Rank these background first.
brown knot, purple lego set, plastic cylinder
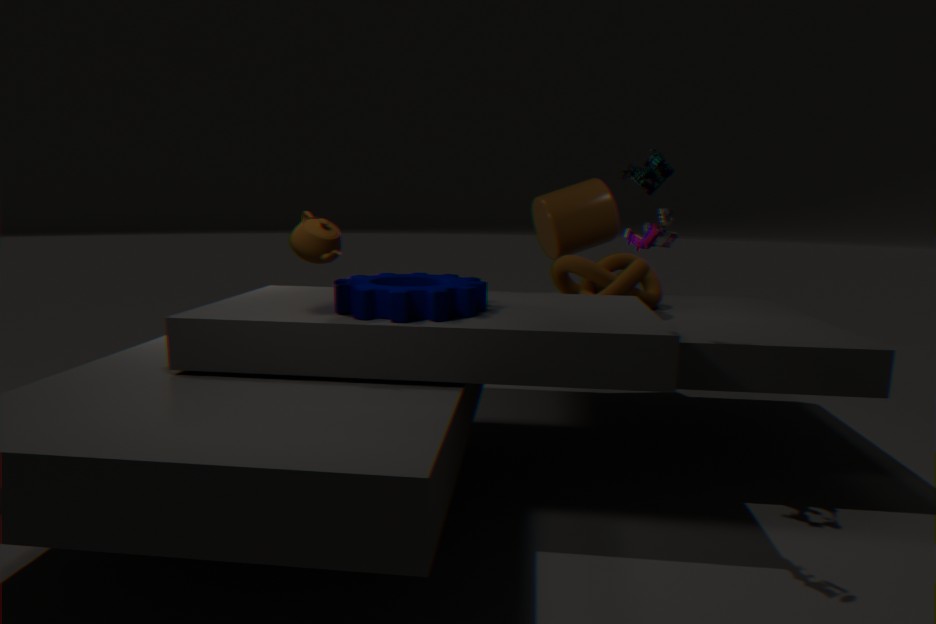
plastic cylinder < brown knot < purple lego set
